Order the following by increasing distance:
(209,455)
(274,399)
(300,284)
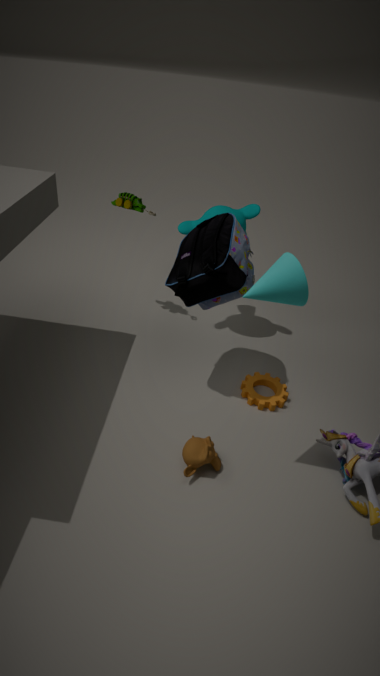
(300,284) < (209,455) < (274,399)
